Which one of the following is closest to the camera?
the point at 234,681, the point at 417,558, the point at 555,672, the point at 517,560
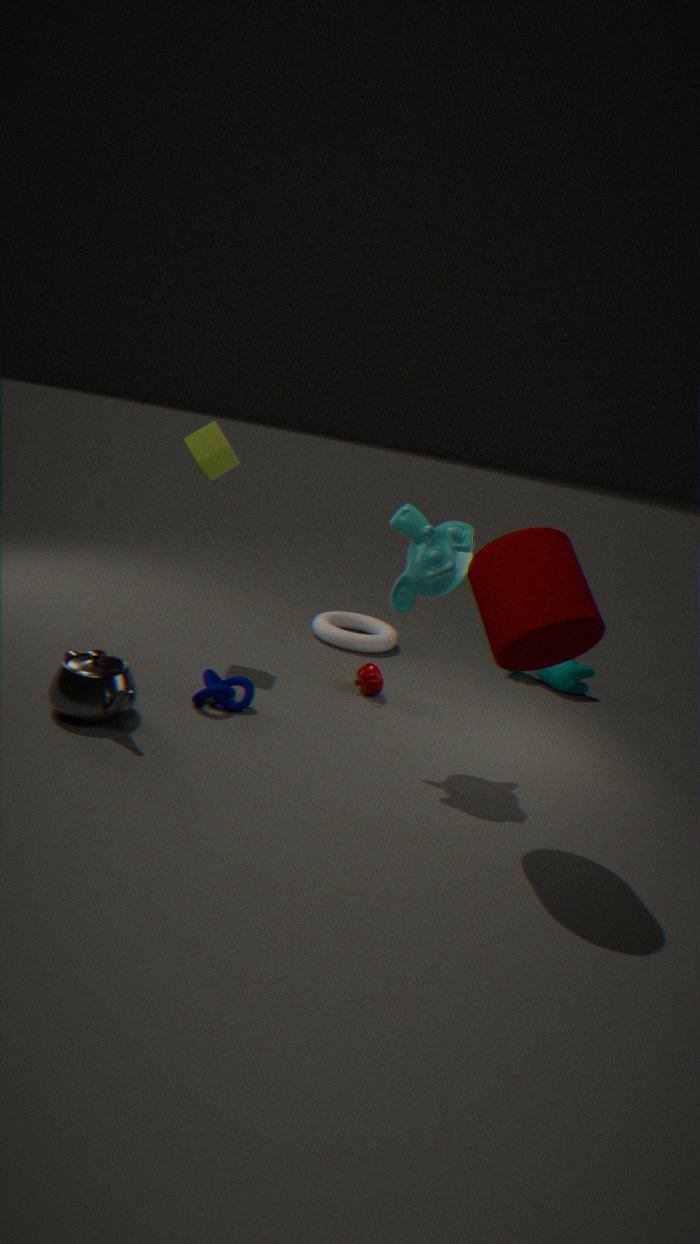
the point at 517,560
